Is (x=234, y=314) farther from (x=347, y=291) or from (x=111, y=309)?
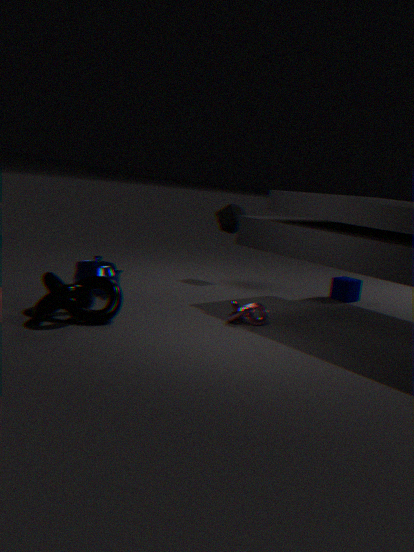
(x=347, y=291)
